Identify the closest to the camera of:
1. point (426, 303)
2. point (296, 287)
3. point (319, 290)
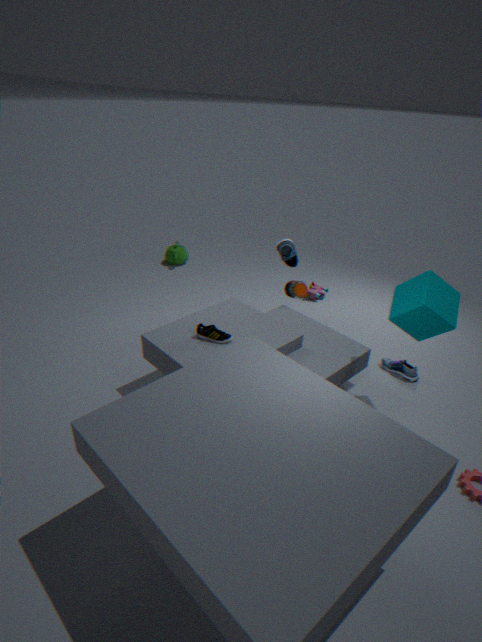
point (426, 303)
